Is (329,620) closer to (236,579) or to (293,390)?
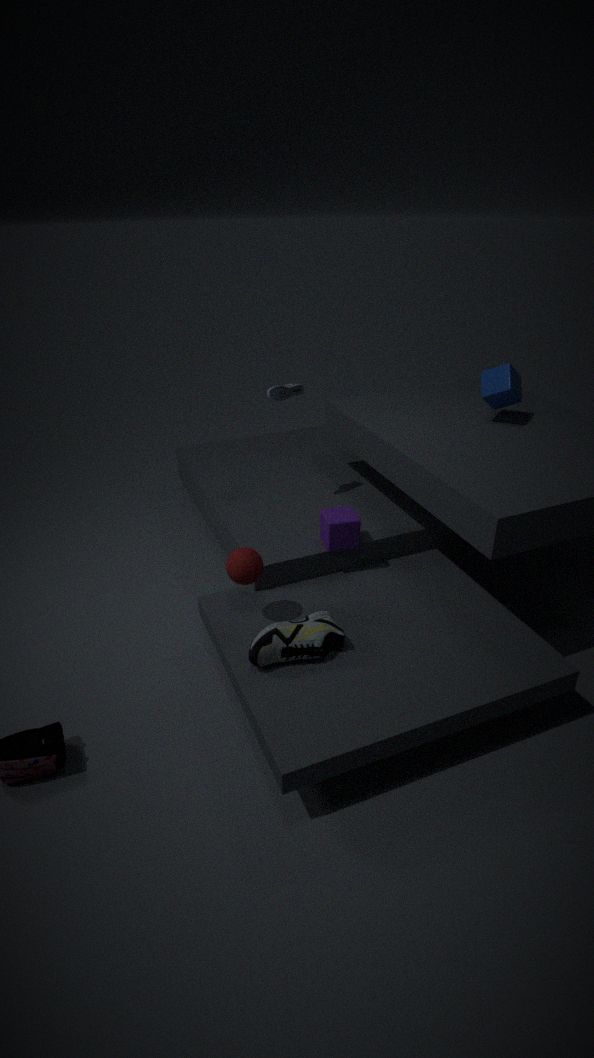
(236,579)
